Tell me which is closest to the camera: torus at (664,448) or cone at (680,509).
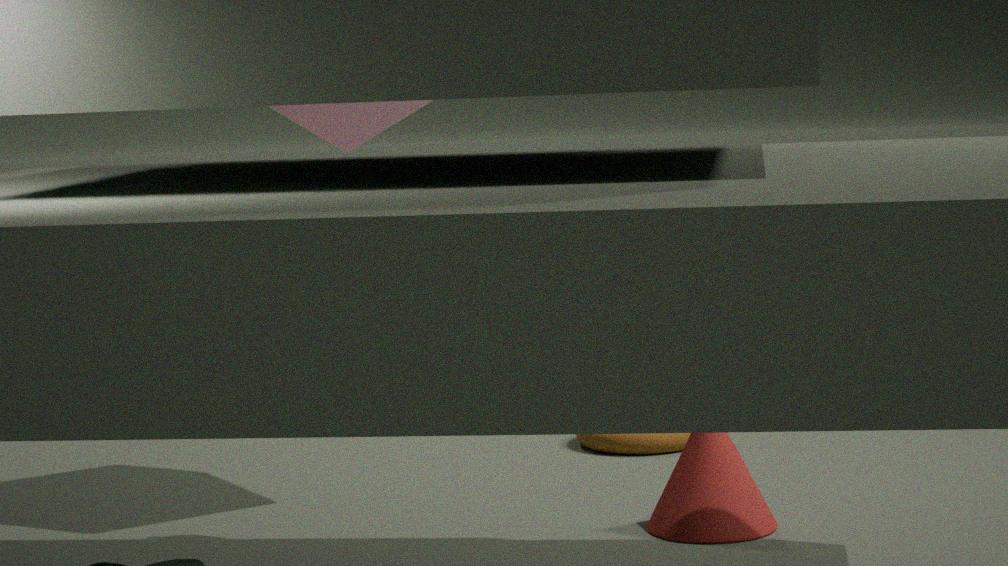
cone at (680,509)
